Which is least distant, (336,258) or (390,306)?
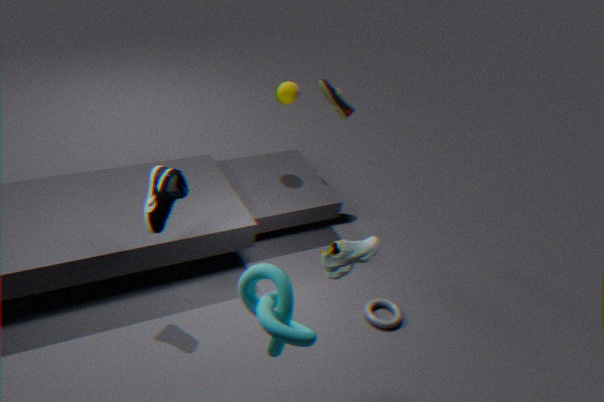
(336,258)
